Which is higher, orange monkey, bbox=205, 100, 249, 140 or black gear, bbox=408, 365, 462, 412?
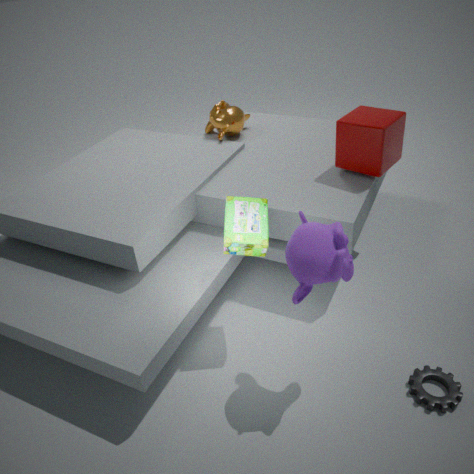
orange monkey, bbox=205, 100, 249, 140
